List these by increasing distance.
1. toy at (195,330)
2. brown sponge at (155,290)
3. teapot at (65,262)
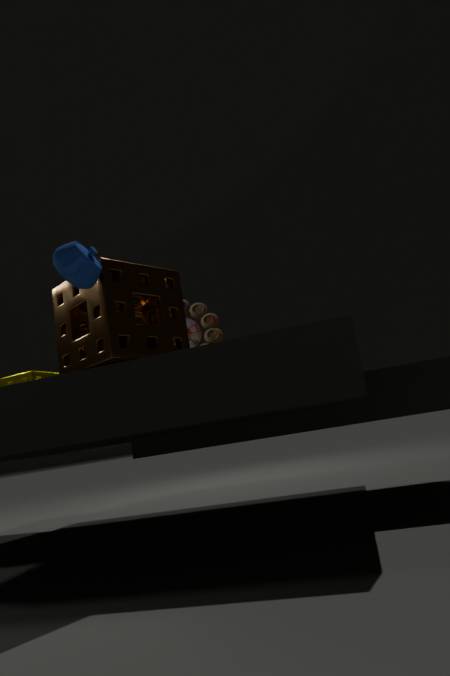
teapot at (65,262) → brown sponge at (155,290) → toy at (195,330)
